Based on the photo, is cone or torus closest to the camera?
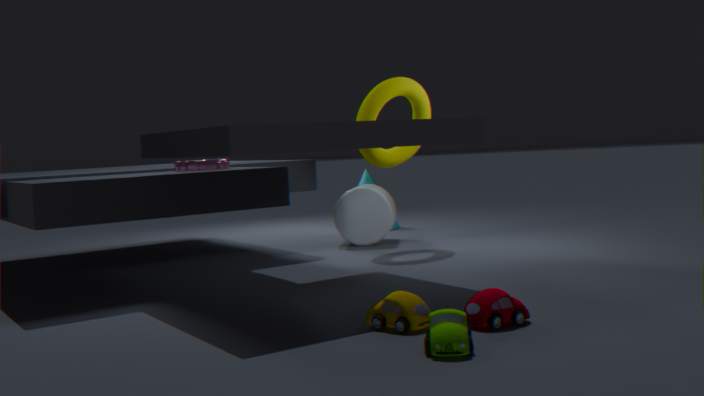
torus
